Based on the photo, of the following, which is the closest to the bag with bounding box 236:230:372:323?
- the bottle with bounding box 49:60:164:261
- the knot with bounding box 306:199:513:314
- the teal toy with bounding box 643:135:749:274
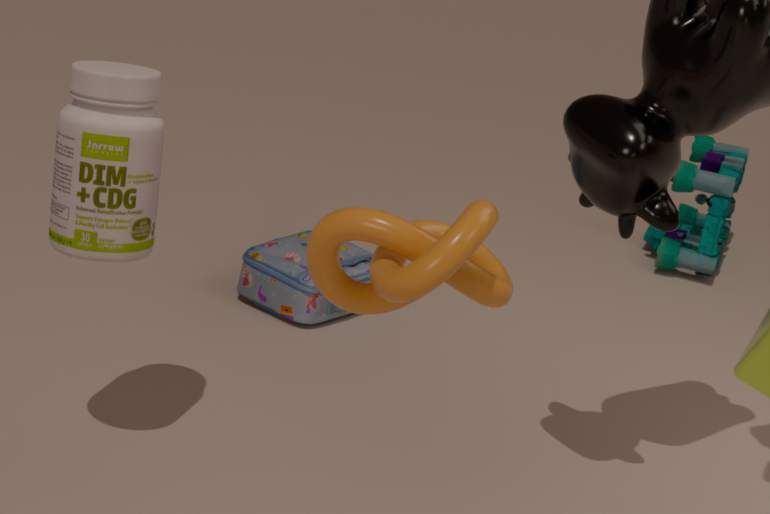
the bottle with bounding box 49:60:164:261
